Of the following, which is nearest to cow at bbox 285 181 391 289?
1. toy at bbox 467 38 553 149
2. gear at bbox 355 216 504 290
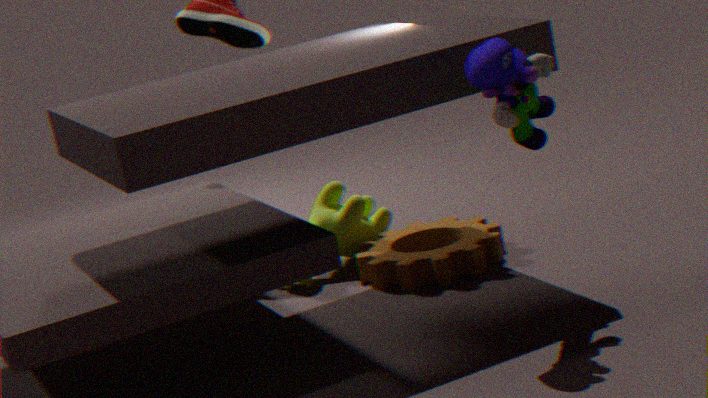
gear at bbox 355 216 504 290
